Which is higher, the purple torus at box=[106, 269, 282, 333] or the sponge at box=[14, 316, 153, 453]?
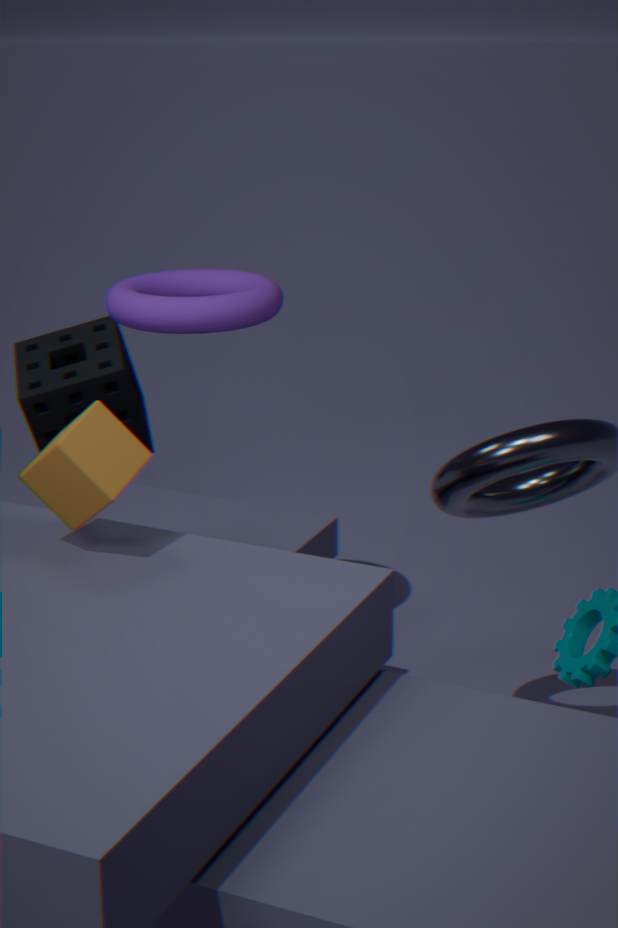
the purple torus at box=[106, 269, 282, 333]
